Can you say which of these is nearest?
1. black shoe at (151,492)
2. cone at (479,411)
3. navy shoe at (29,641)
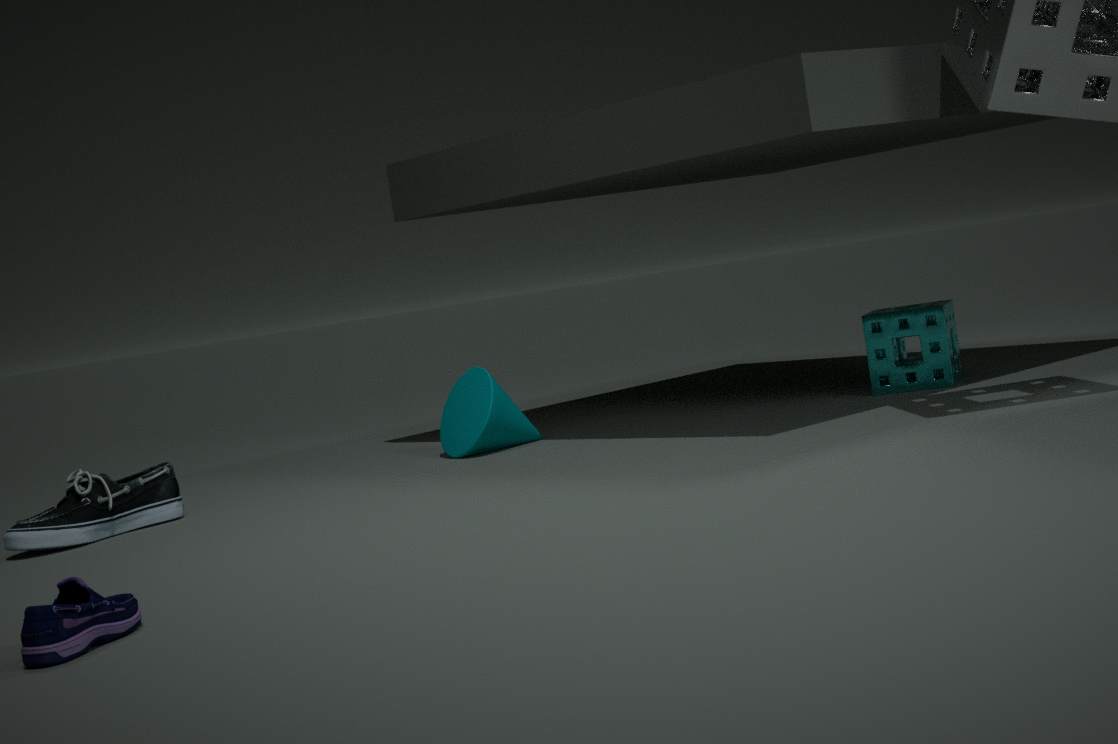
navy shoe at (29,641)
